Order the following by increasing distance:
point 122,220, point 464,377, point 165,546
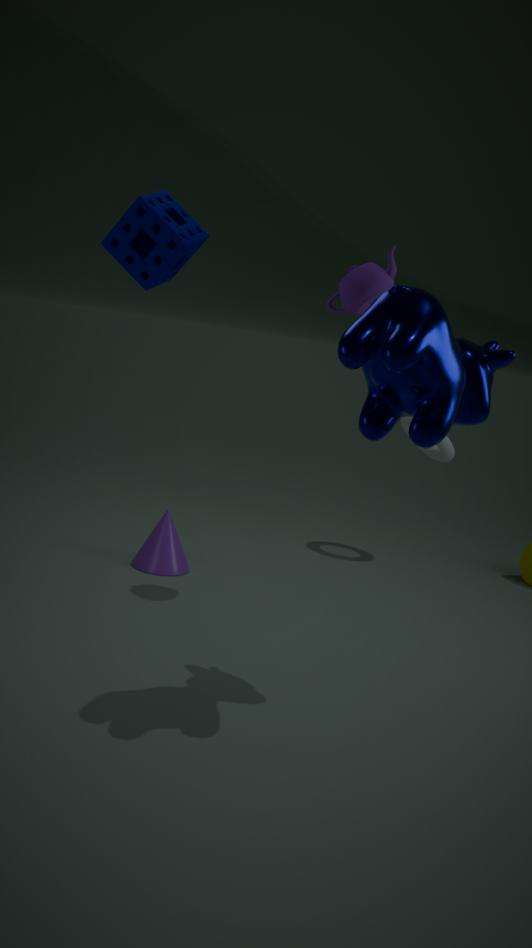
point 464,377, point 122,220, point 165,546
